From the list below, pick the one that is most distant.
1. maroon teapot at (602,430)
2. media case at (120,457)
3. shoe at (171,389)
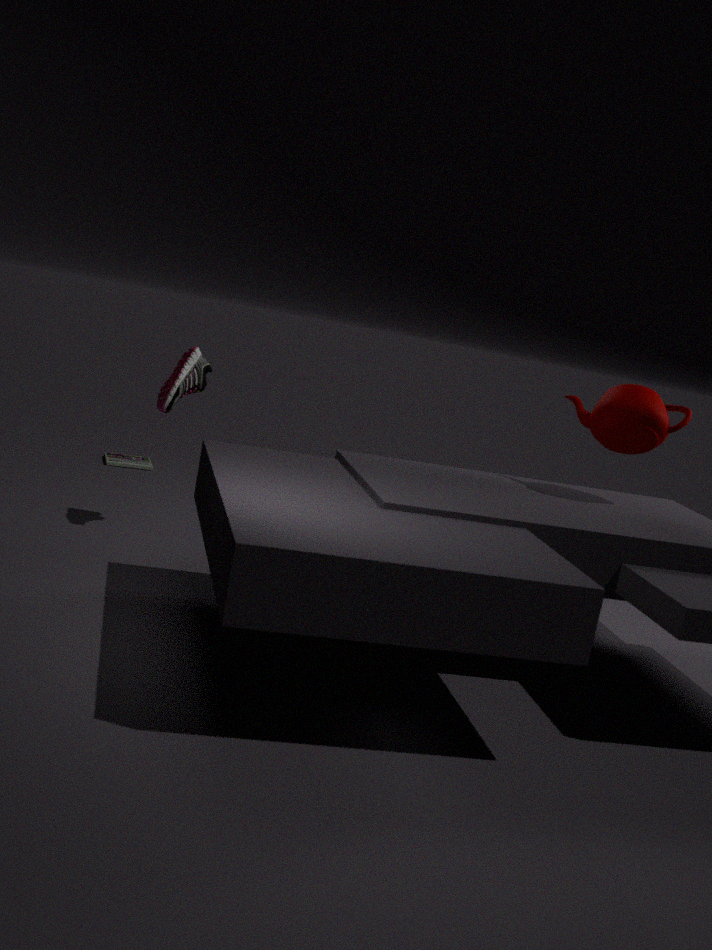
media case at (120,457)
